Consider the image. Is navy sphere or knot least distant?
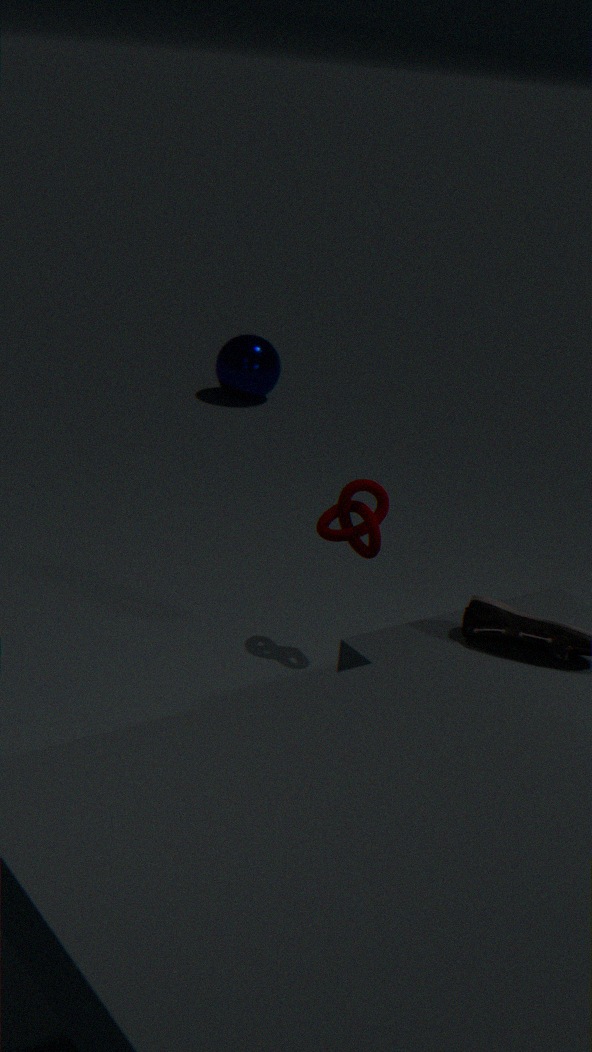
knot
